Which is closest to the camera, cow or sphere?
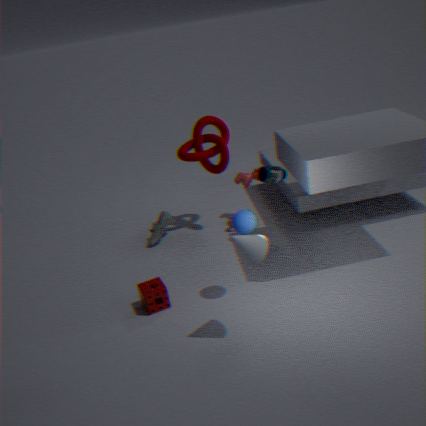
sphere
